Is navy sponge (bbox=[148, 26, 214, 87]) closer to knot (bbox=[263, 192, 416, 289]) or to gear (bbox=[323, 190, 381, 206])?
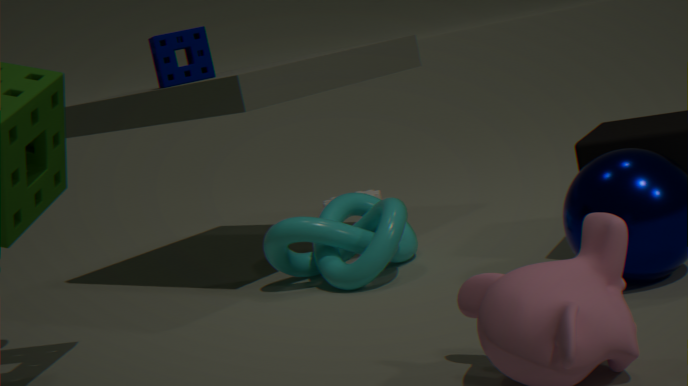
knot (bbox=[263, 192, 416, 289])
